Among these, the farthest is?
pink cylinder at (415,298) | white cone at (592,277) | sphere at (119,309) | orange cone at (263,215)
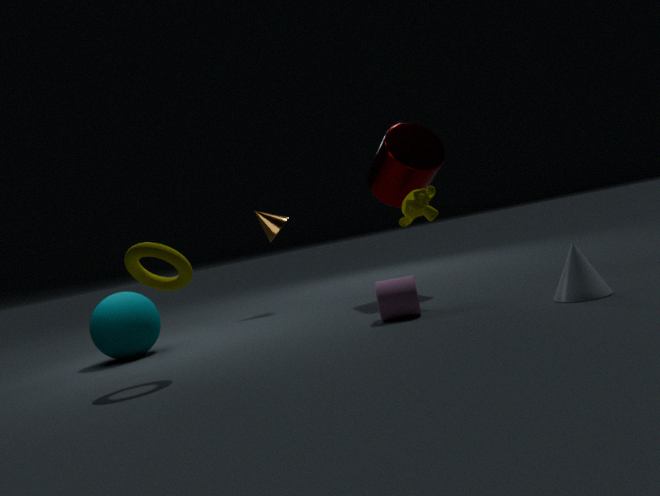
orange cone at (263,215)
